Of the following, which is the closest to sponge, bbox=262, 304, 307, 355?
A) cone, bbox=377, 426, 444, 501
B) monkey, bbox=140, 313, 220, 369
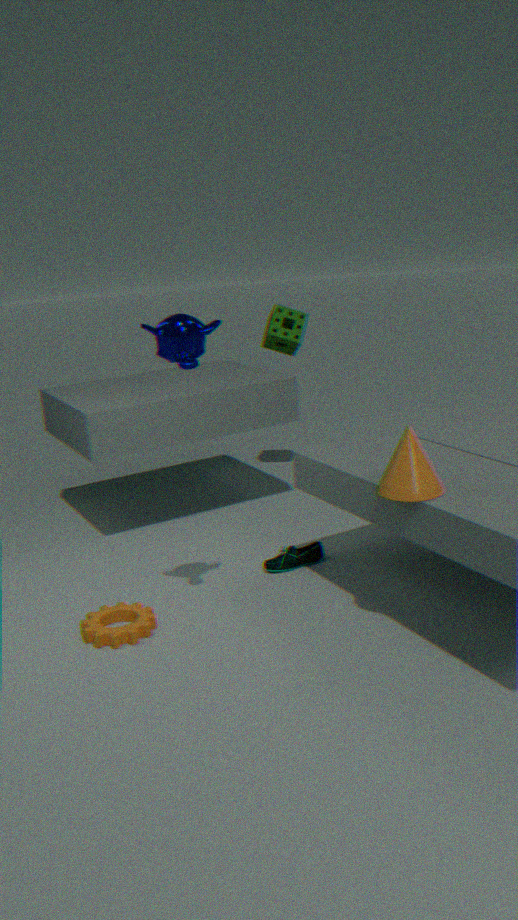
monkey, bbox=140, 313, 220, 369
